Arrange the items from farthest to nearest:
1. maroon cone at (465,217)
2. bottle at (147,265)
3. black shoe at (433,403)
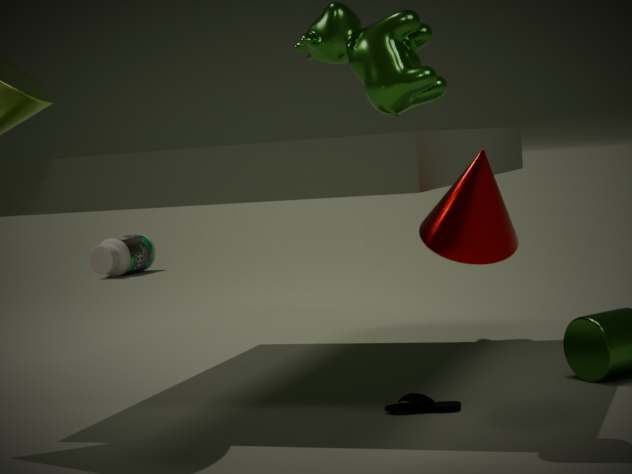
bottle at (147,265), black shoe at (433,403), maroon cone at (465,217)
